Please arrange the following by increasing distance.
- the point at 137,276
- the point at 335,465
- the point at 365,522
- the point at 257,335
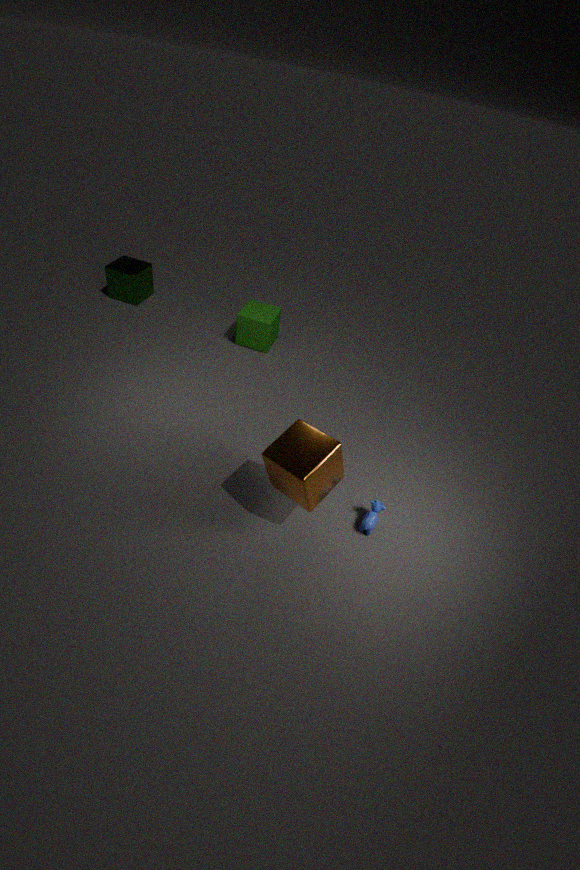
the point at 335,465
the point at 365,522
the point at 257,335
the point at 137,276
